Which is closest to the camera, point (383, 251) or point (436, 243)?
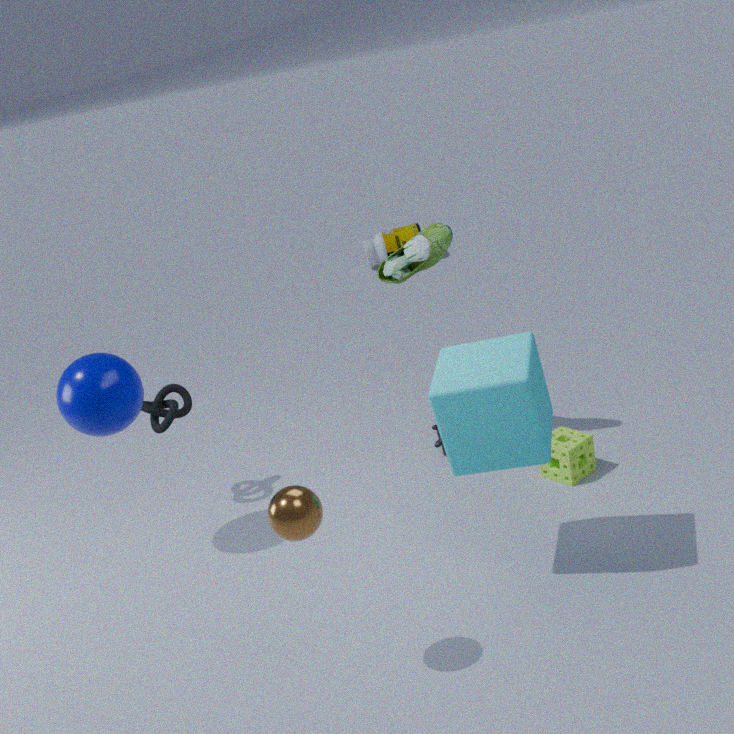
point (436, 243)
